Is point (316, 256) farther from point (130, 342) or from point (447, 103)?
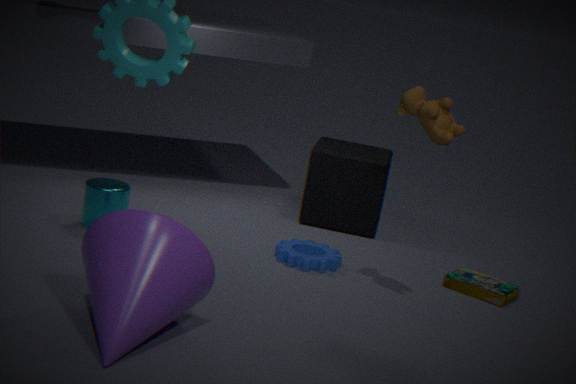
point (130, 342)
